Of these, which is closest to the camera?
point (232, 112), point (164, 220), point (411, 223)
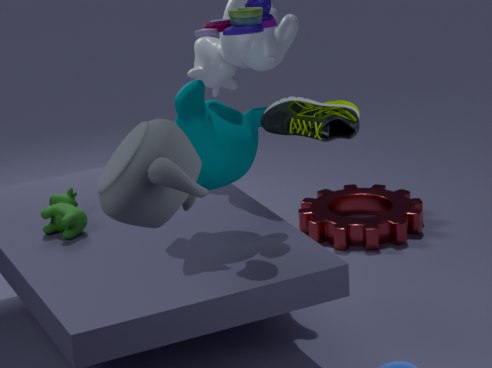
point (164, 220)
